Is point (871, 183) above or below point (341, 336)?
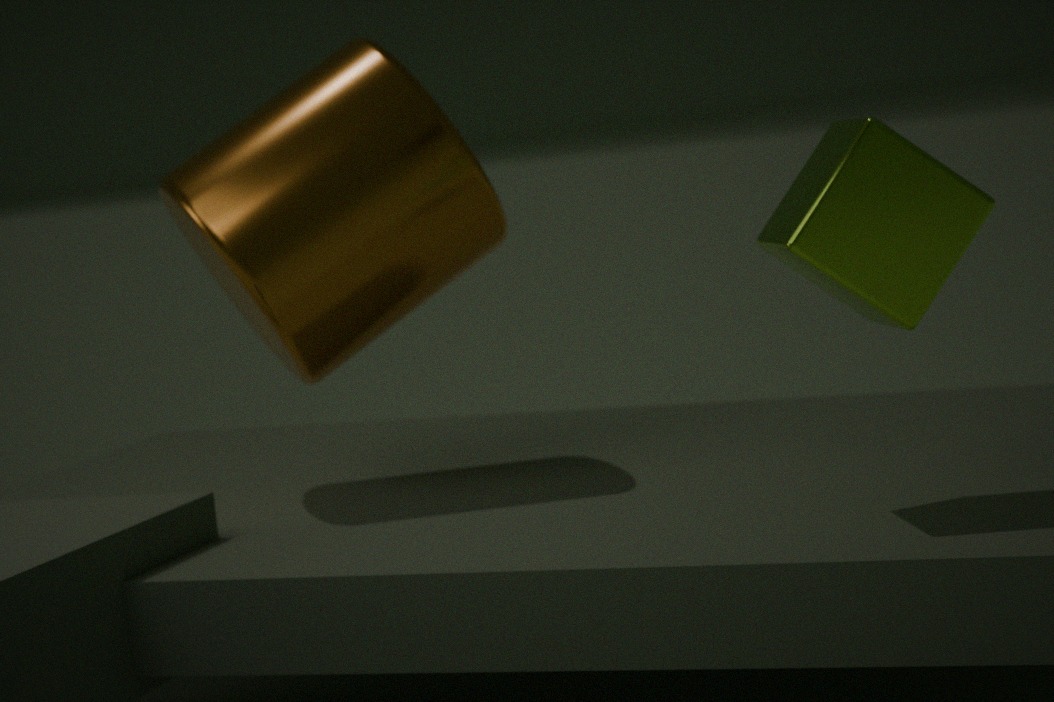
below
